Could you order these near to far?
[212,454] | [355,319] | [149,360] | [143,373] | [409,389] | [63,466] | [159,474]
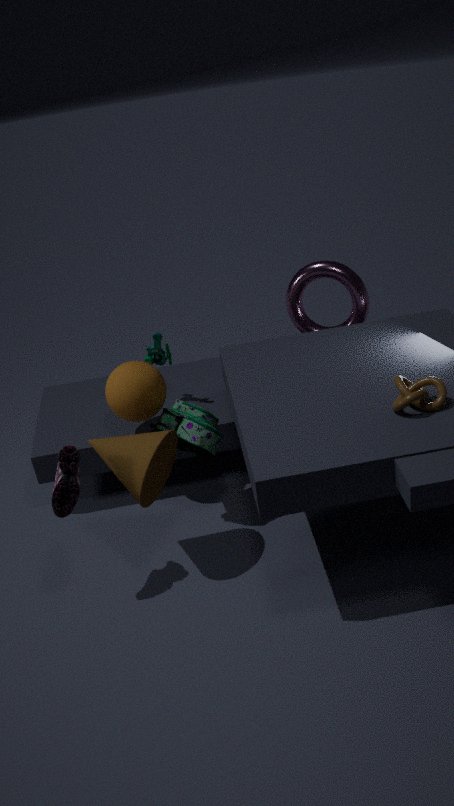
[409,389] < [63,466] < [159,474] < [212,454] < [143,373] < [355,319] < [149,360]
